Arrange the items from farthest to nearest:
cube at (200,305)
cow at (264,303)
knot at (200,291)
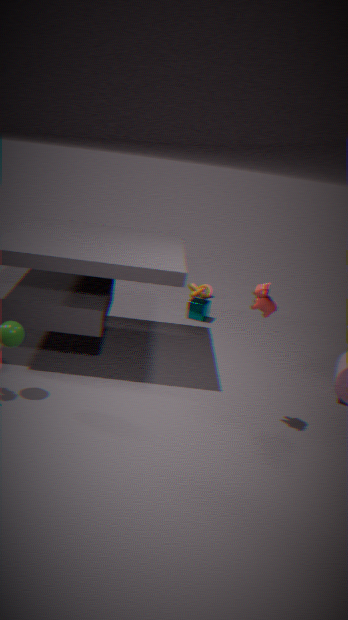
knot at (200,291), cube at (200,305), cow at (264,303)
